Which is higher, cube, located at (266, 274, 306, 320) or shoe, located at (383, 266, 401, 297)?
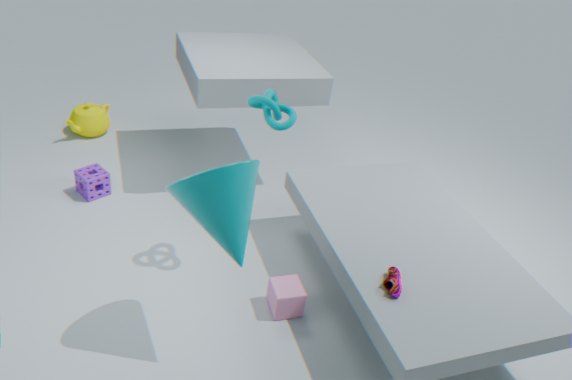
shoe, located at (383, 266, 401, 297)
